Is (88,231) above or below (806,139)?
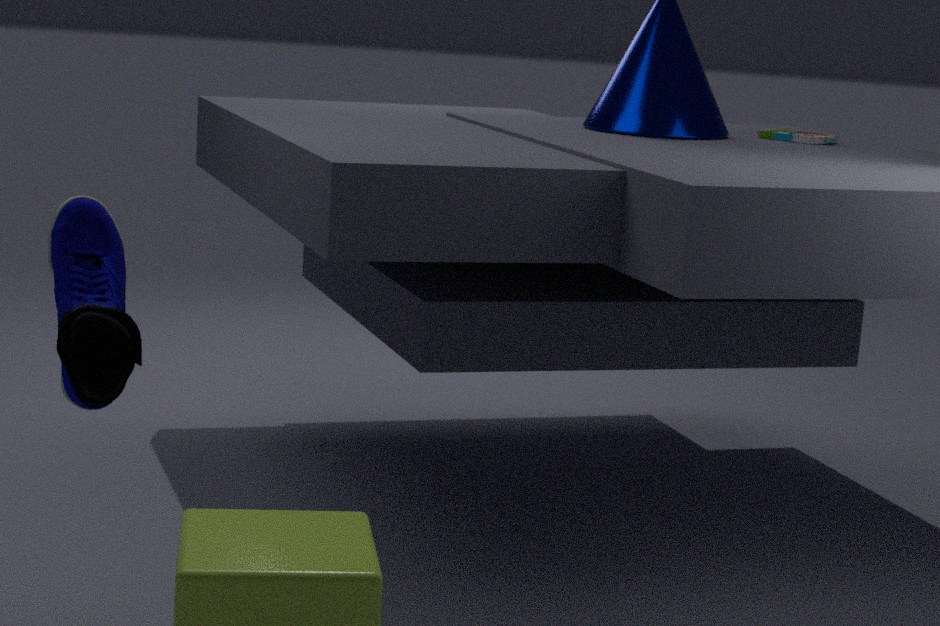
below
